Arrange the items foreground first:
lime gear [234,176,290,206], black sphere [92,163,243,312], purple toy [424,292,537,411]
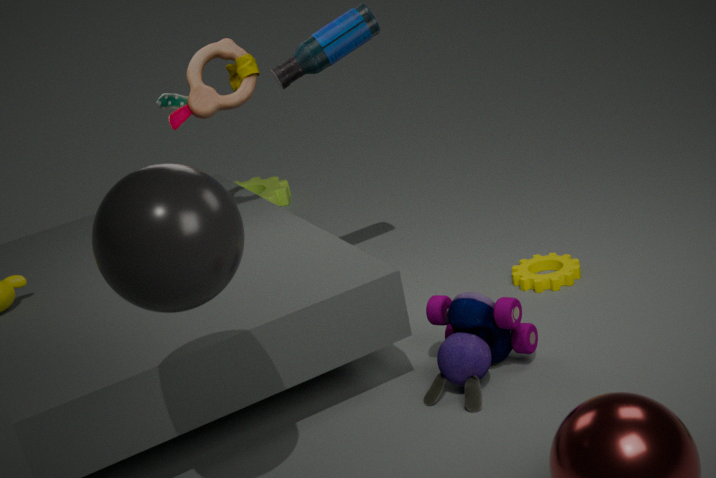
black sphere [92,163,243,312], purple toy [424,292,537,411], lime gear [234,176,290,206]
